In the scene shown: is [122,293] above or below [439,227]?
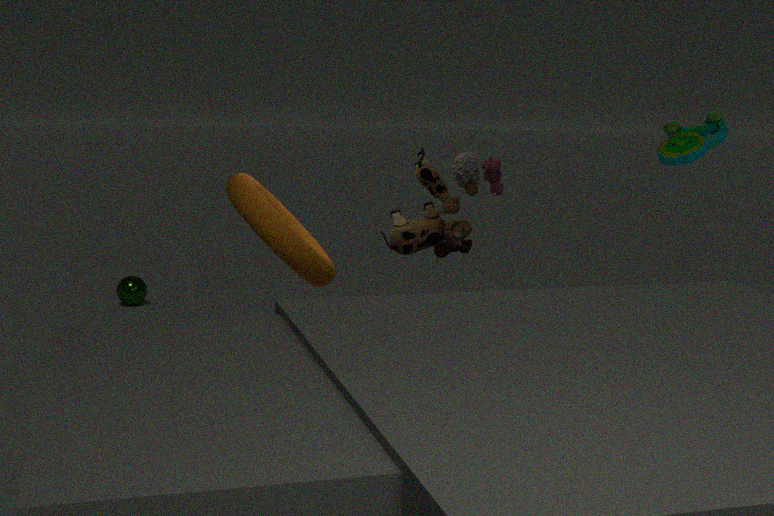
below
